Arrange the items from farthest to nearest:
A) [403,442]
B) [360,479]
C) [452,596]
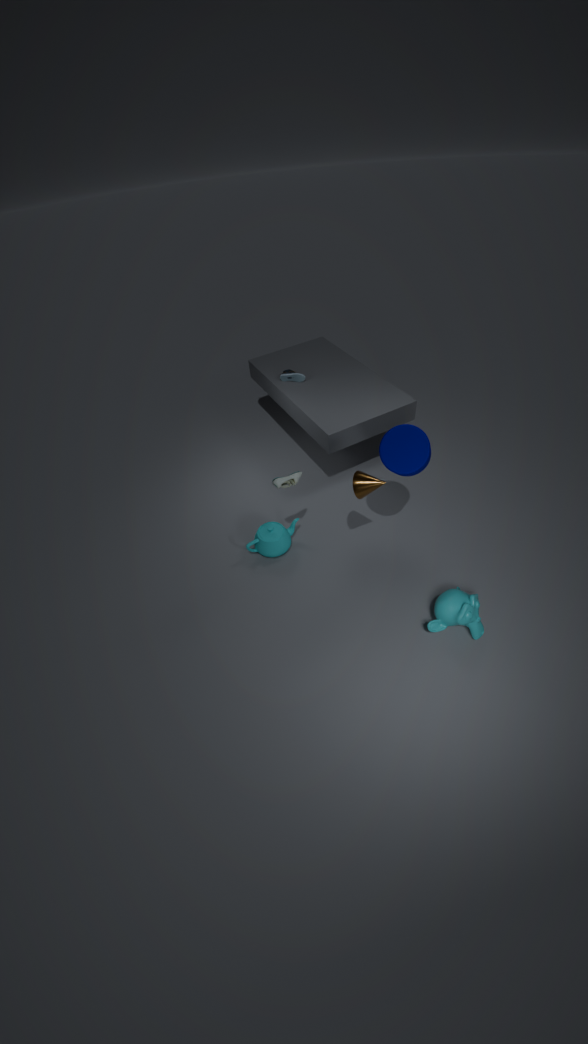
[452,596], [360,479], [403,442]
